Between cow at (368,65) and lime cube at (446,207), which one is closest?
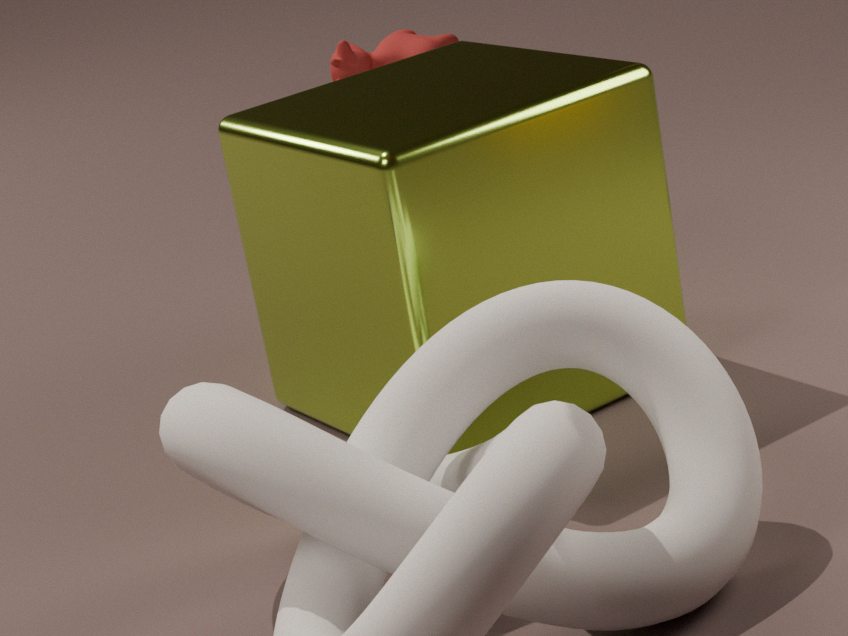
lime cube at (446,207)
